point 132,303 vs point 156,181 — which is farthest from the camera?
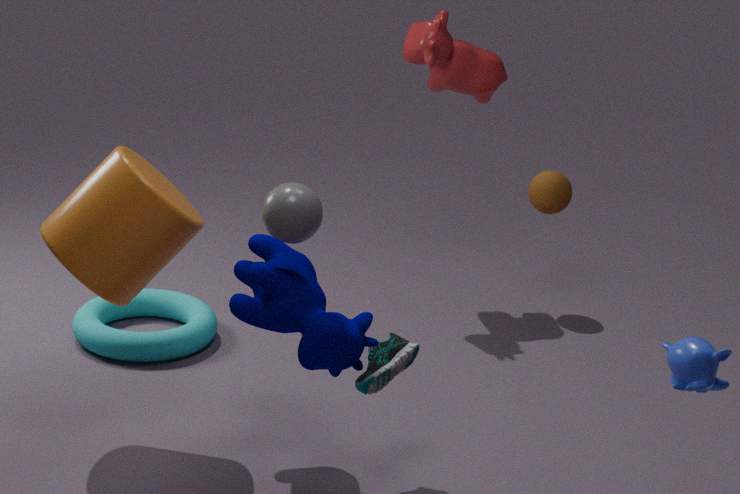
point 132,303
